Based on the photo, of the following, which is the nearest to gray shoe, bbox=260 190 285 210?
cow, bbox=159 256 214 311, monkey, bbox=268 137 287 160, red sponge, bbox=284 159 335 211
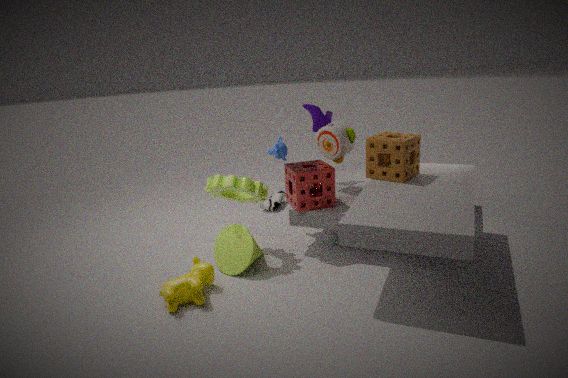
monkey, bbox=268 137 287 160
